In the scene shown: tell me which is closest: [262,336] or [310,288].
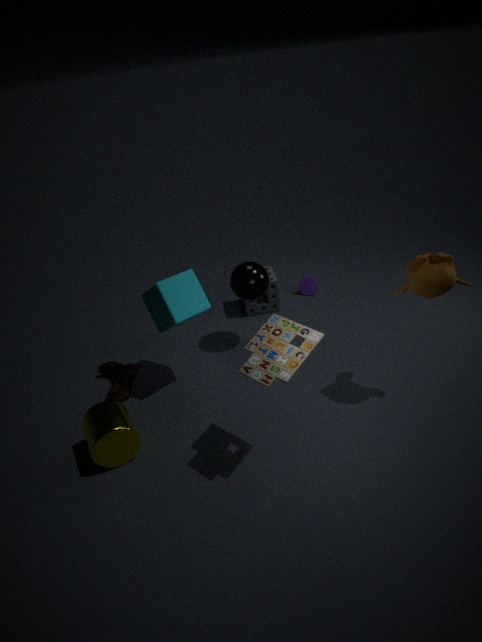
[262,336]
